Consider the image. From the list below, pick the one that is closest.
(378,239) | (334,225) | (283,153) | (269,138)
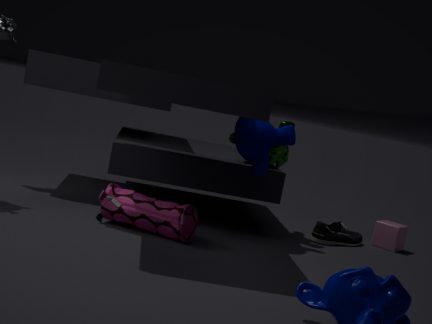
(269,138)
